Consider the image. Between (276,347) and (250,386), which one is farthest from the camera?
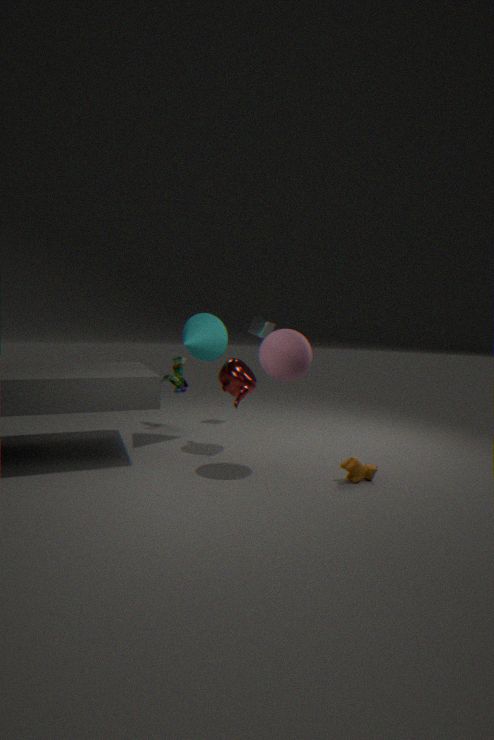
(250,386)
